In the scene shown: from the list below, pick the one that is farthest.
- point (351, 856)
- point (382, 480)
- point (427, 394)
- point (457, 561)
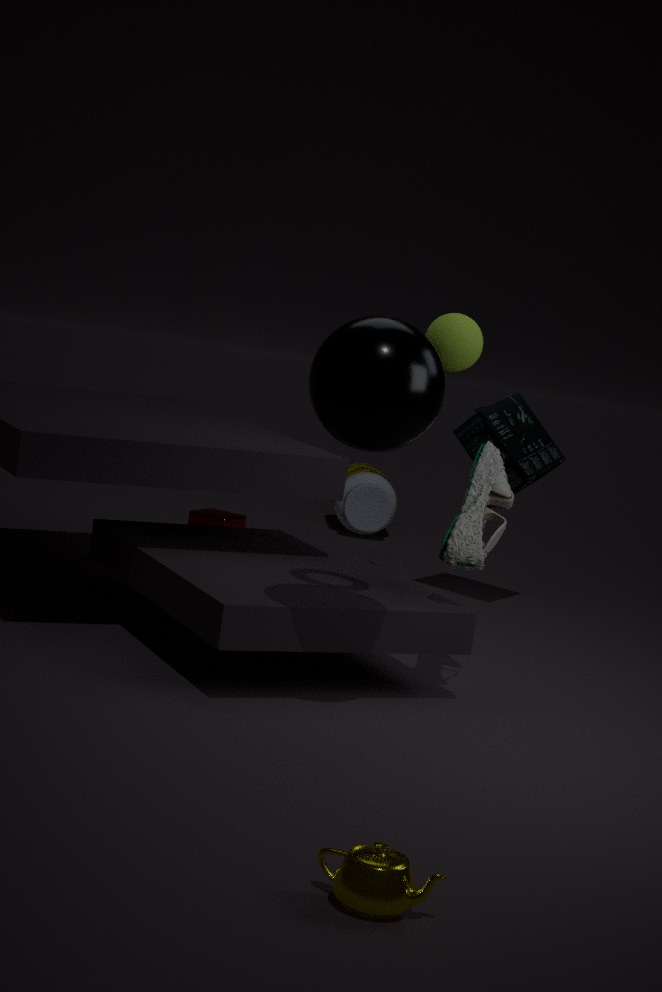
point (382, 480)
